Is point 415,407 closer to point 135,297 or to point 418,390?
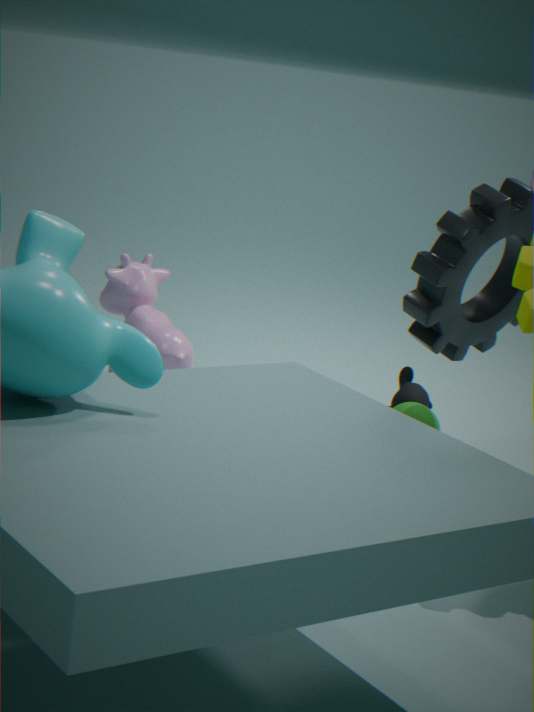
point 418,390
